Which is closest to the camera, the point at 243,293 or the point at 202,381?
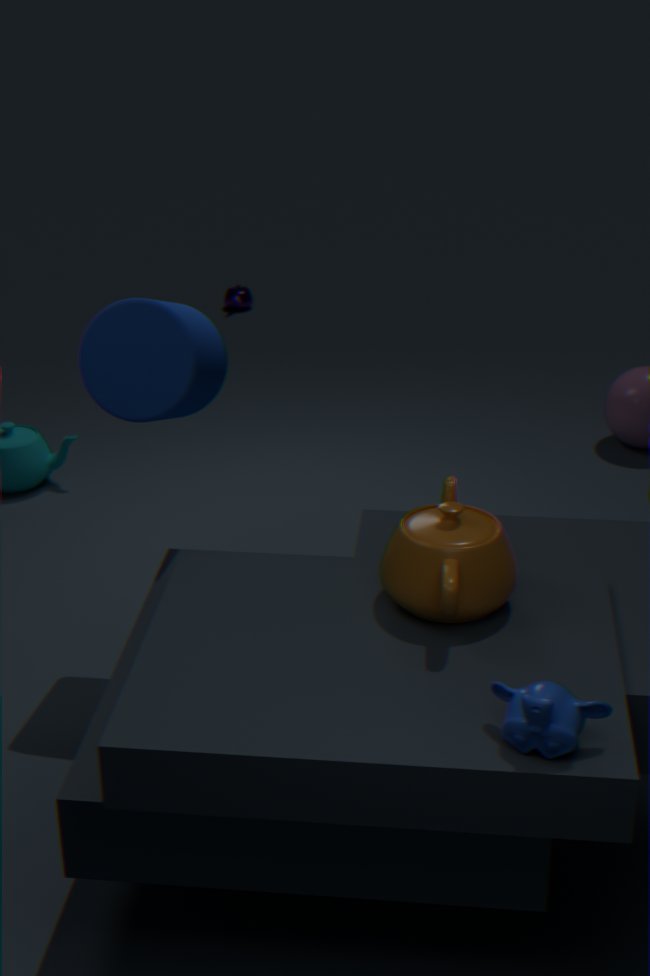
the point at 202,381
